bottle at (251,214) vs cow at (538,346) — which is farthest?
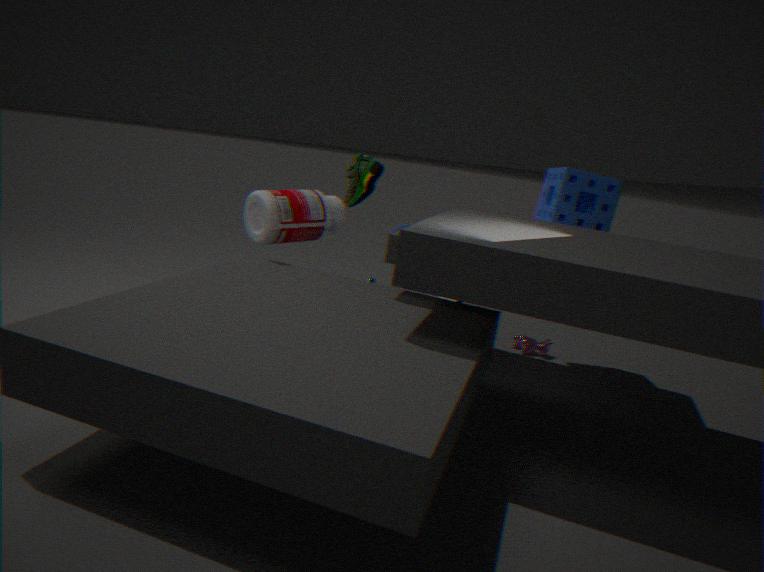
cow at (538,346)
